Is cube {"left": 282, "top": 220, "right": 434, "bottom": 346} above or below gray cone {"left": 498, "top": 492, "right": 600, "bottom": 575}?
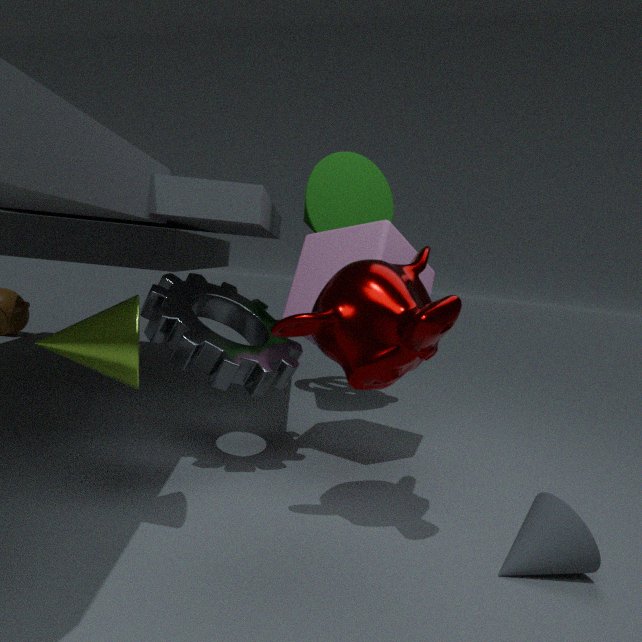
above
